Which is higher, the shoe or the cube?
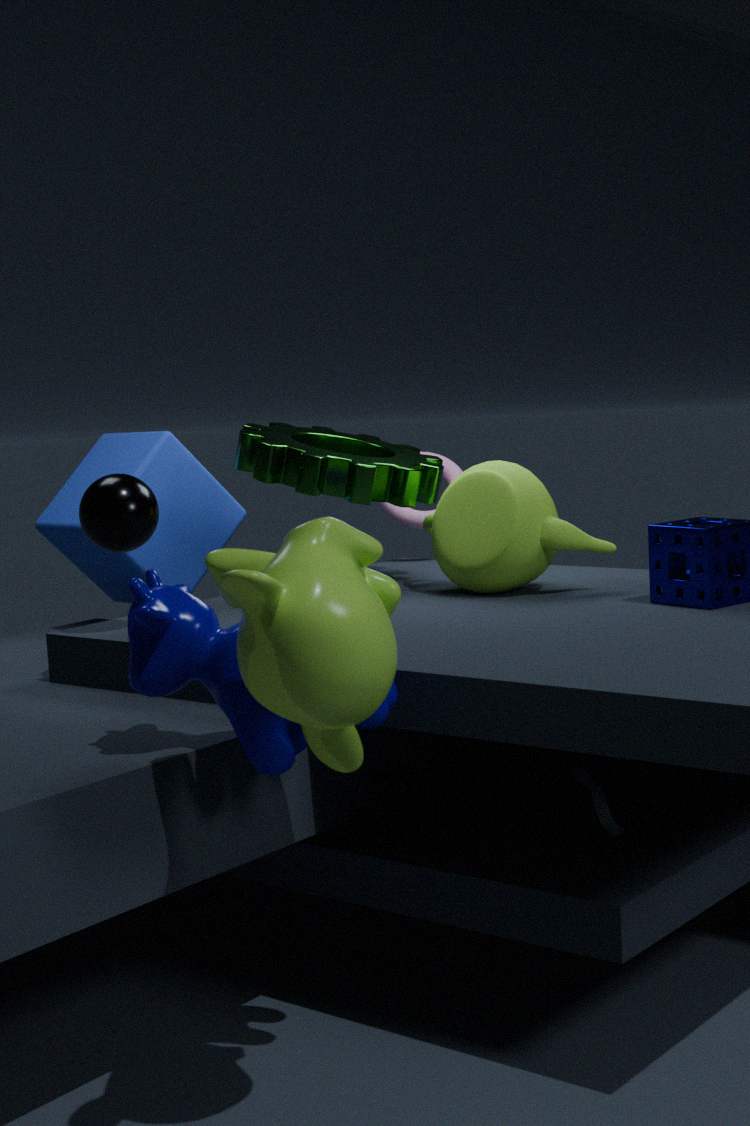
the cube
